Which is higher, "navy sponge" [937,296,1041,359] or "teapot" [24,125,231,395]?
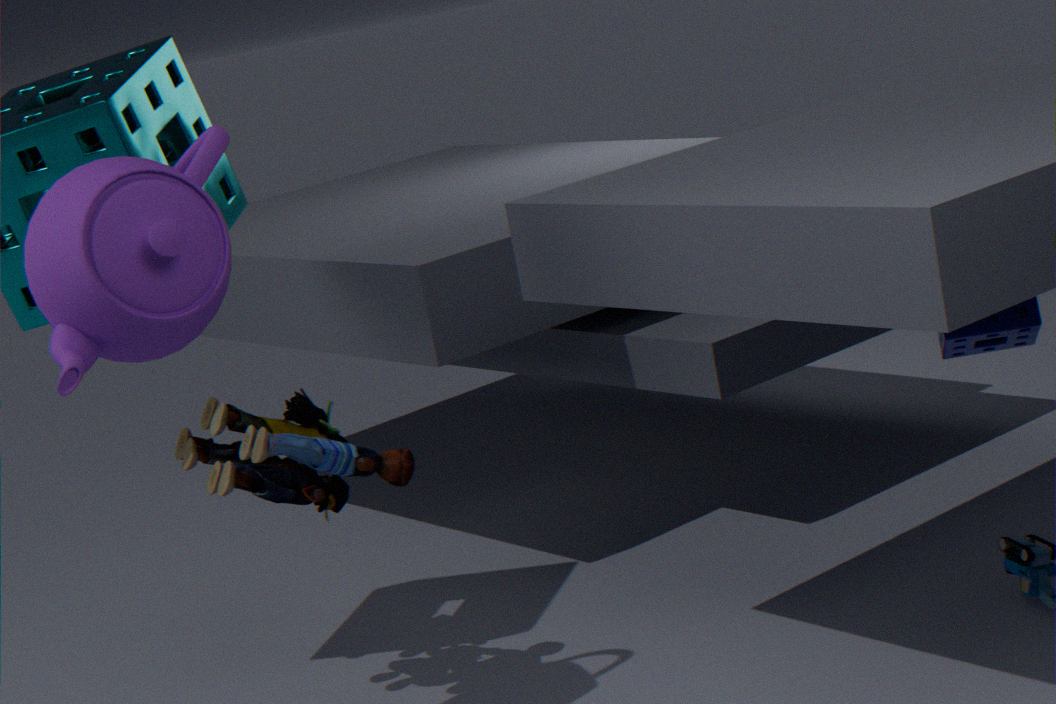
"teapot" [24,125,231,395]
